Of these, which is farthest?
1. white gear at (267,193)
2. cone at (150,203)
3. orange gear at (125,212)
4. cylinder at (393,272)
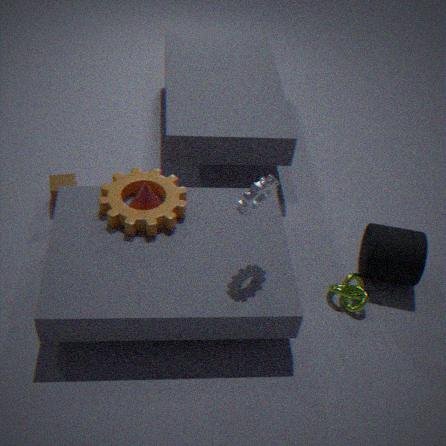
cylinder at (393,272)
